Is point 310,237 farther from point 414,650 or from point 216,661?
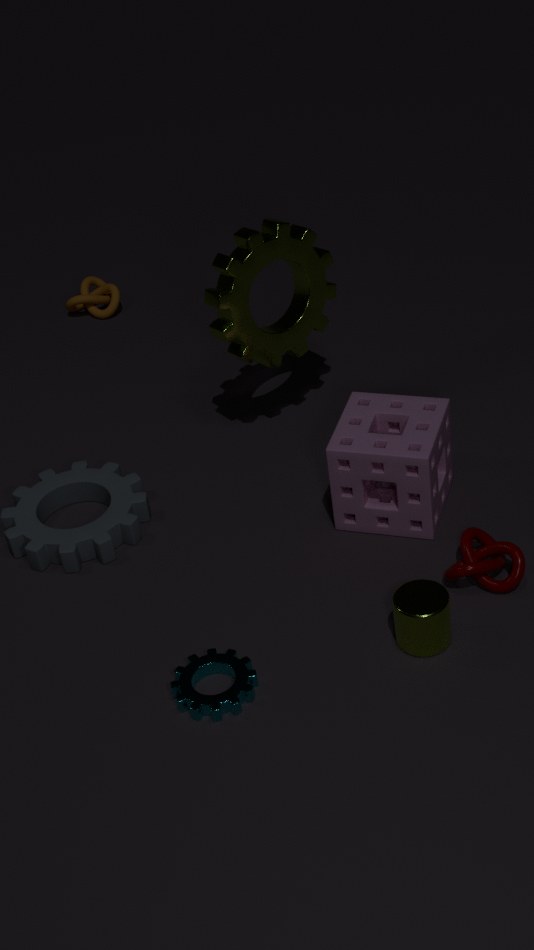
point 216,661
